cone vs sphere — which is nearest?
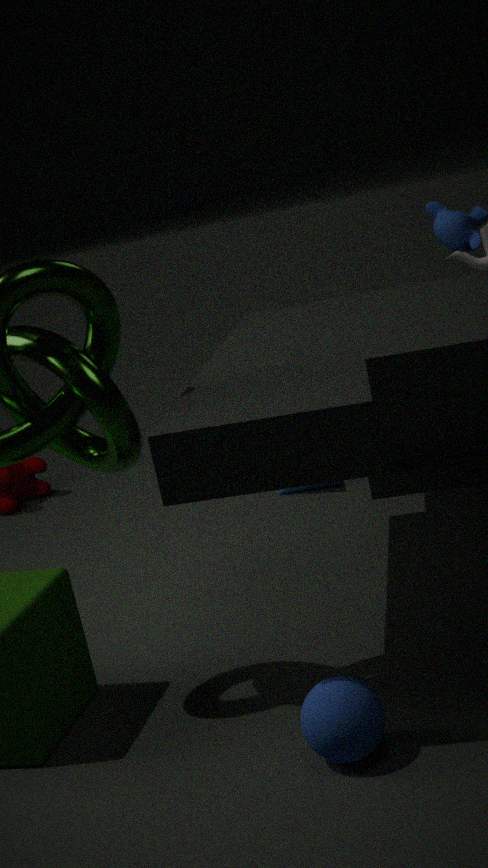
sphere
